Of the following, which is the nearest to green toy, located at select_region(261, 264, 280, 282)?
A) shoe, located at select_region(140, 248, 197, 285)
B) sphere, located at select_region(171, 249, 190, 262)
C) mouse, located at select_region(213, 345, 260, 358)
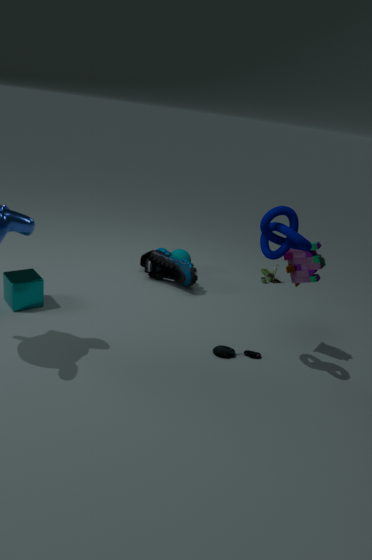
sphere, located at select_region(171, 249, 190, 262)
